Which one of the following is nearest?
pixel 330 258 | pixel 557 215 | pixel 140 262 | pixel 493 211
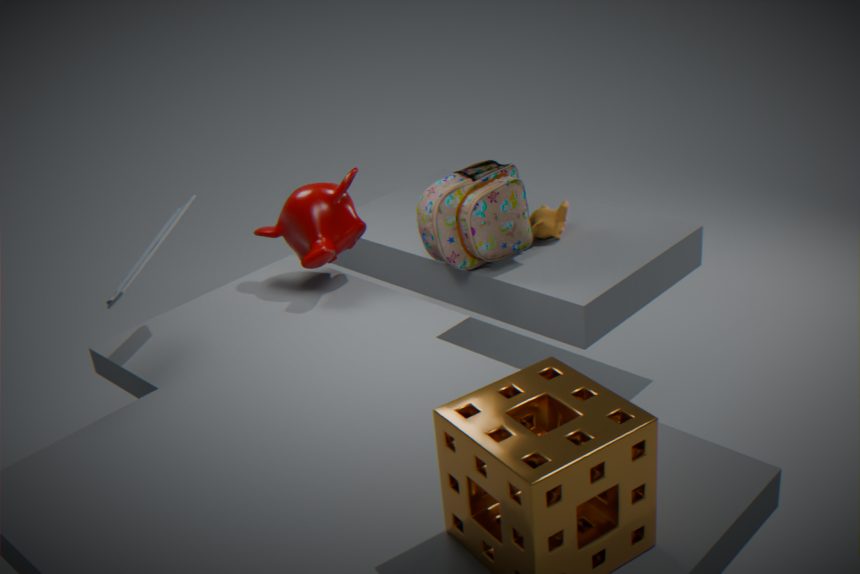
pixel 140 262
